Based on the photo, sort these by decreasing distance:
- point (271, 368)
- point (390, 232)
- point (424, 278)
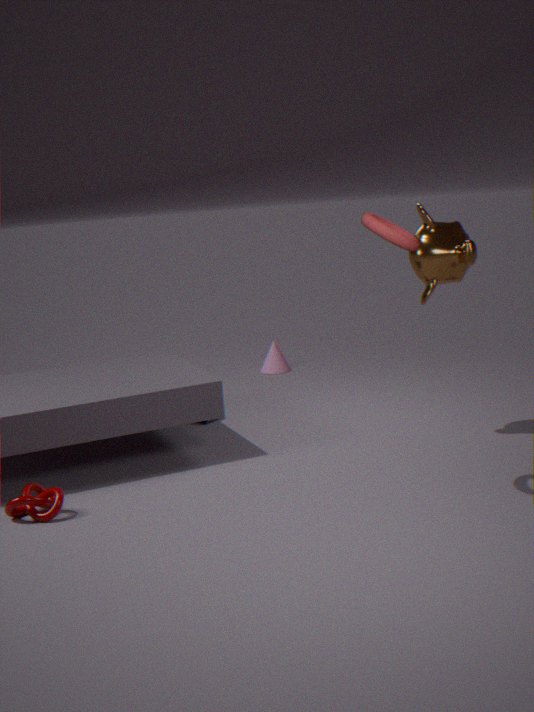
point (271, 368), point (424, 278), point (390, 232)
